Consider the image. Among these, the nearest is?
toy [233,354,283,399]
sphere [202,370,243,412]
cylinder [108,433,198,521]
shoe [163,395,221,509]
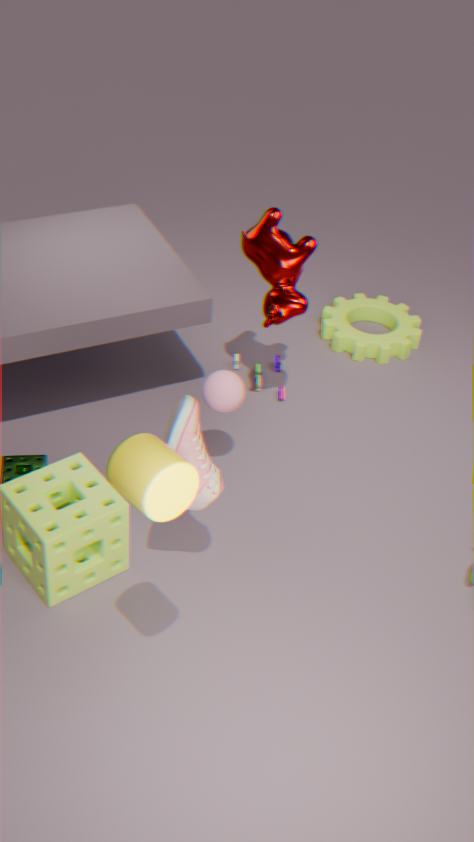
cylinder [108,433,198,521]
